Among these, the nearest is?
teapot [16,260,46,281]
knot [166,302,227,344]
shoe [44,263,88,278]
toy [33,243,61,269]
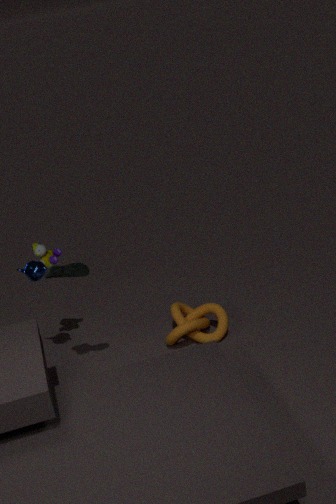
shoe [44,263,88,278]
